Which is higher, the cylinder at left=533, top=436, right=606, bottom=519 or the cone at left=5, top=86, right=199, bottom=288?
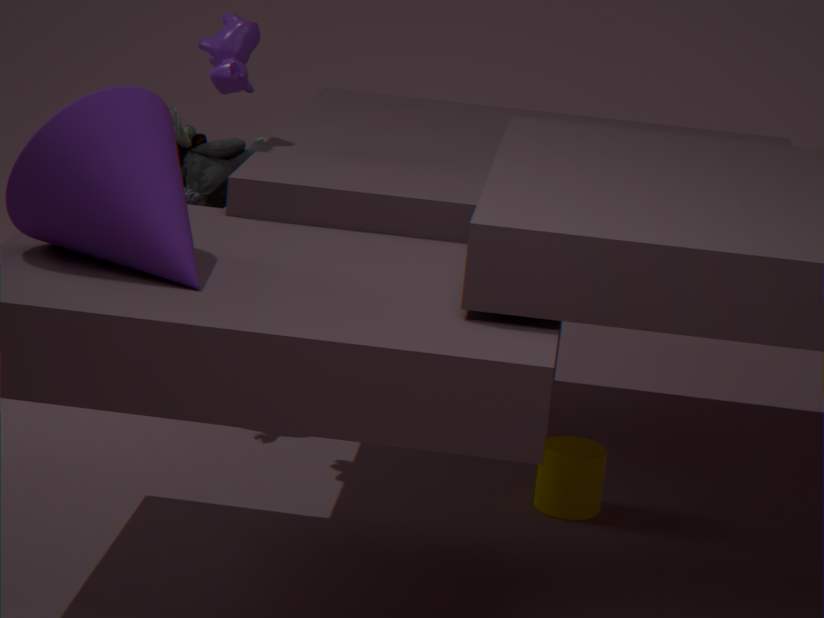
the cone at left=5, top=86, right=199, bottom=288
